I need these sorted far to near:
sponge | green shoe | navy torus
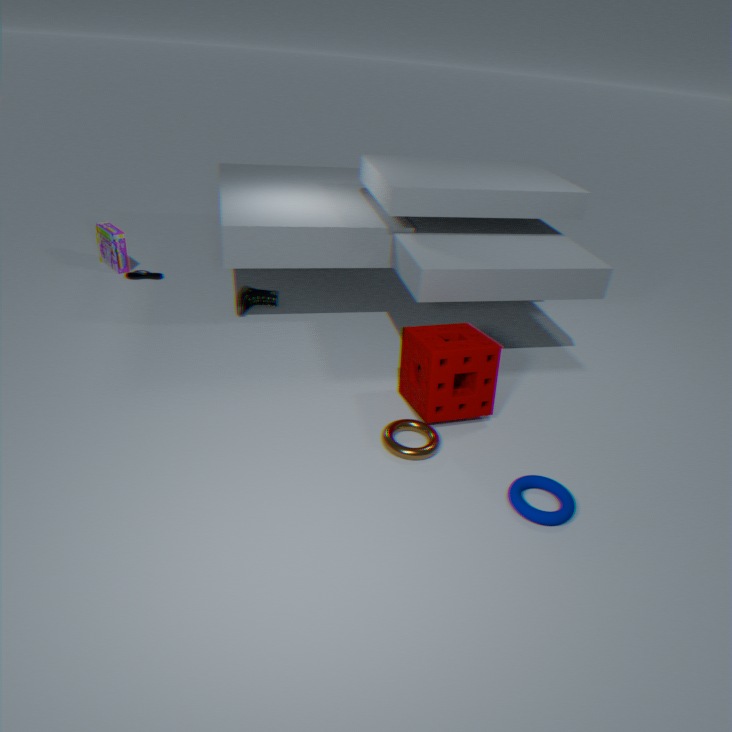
green shoe → sponge → navy torus
